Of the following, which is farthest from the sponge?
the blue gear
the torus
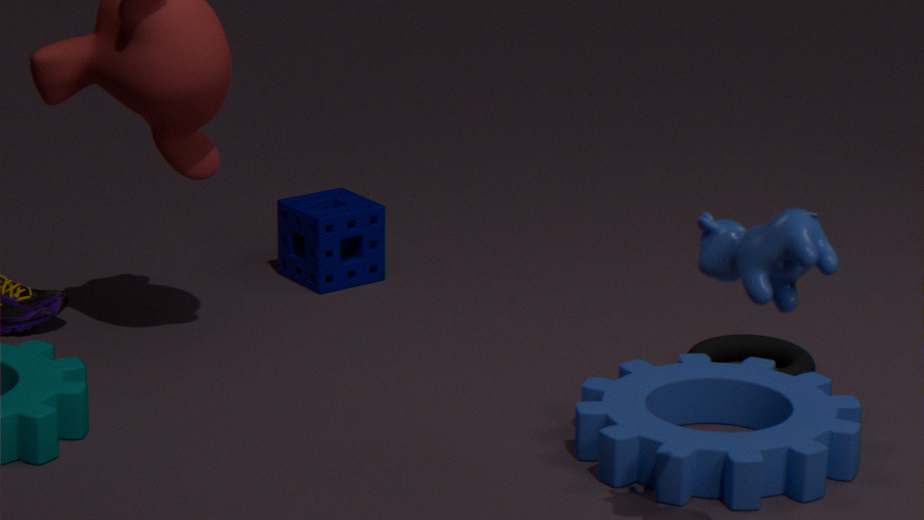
the blue gear
